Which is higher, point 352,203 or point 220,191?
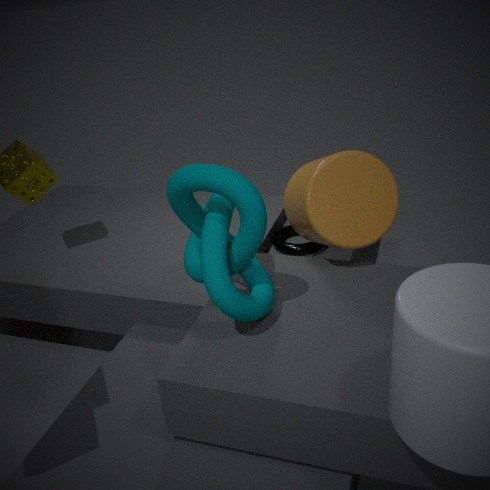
point 220,191
